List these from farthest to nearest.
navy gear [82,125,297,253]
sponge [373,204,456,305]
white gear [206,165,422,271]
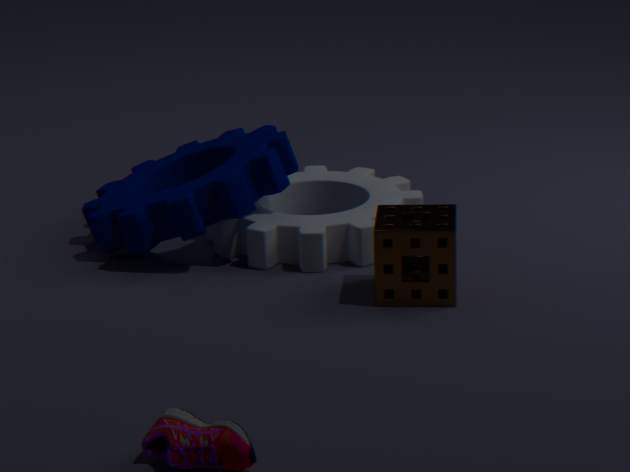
white gear [206,165,422,271] → navy gear [82,125,297,253] → sponge [373,204,456,305]
